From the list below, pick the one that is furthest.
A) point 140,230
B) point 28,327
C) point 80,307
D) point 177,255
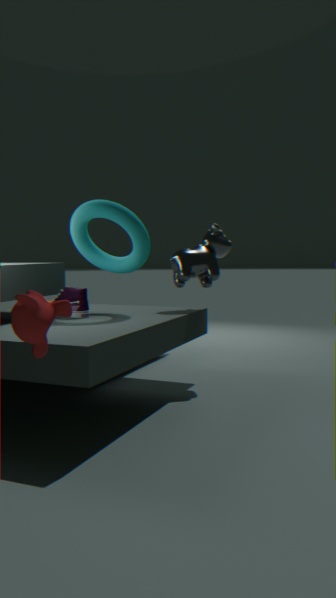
point 177,255
